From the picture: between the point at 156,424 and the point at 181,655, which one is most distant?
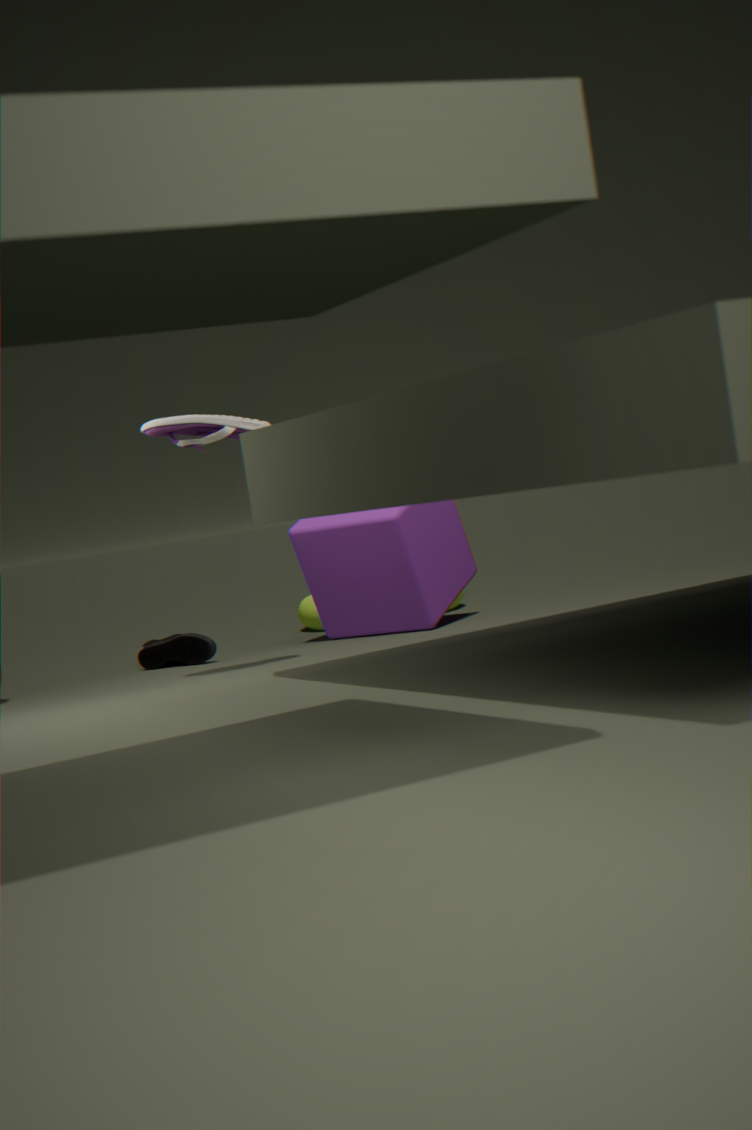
the point at 181,655
